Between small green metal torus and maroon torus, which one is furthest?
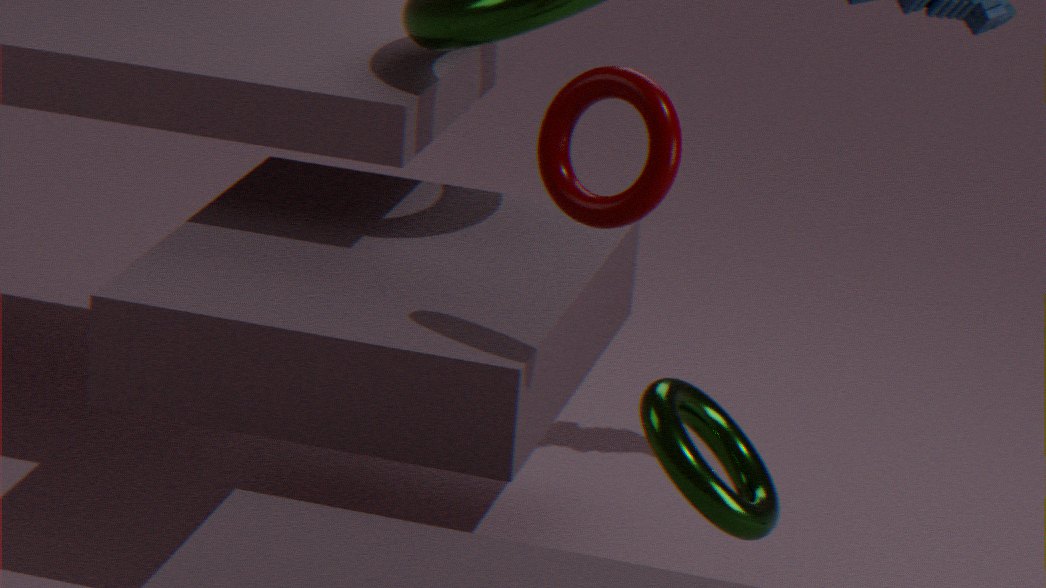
maroon torus
